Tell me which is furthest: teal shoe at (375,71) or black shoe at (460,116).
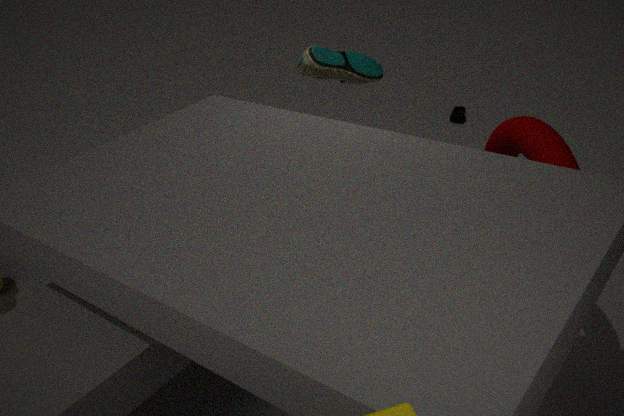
black shoe at (460,116)
